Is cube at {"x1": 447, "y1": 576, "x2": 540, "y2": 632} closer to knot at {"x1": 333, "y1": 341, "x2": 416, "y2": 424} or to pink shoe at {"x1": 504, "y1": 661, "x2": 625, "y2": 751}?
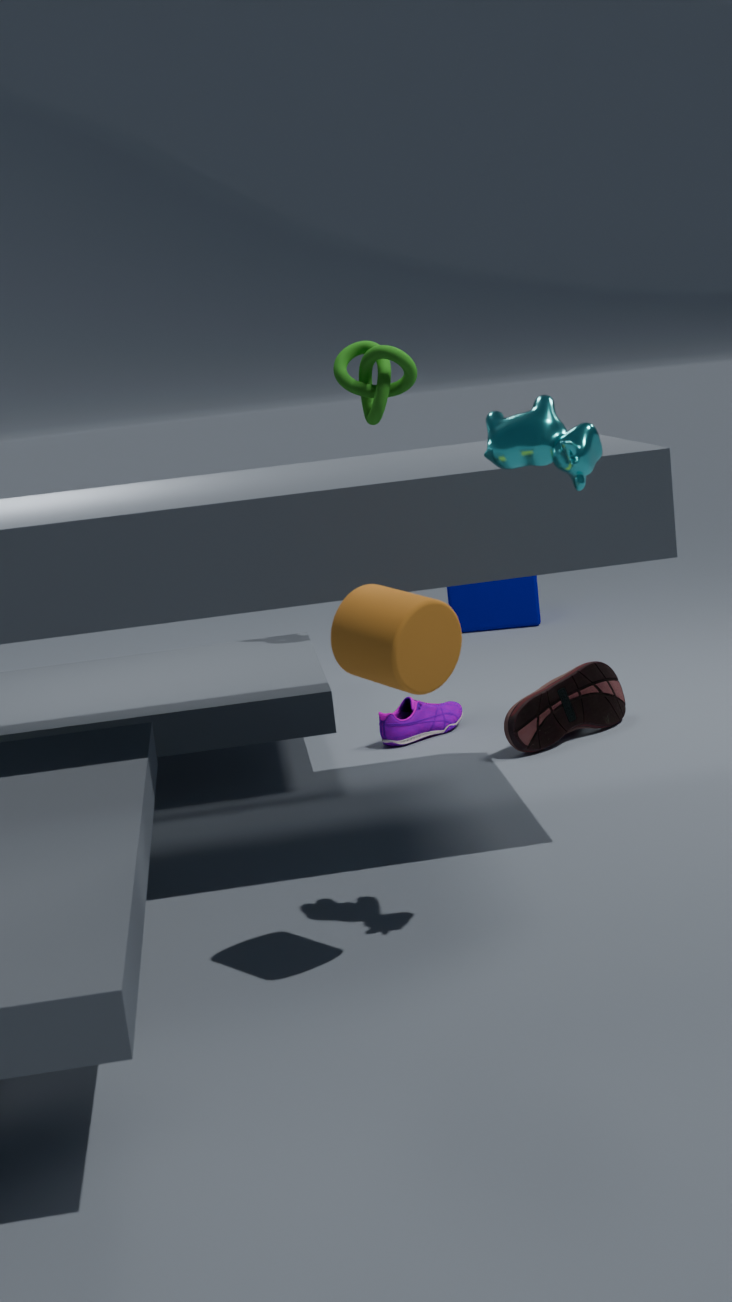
knot at {"x1": 333, "y1": 341, "x2": 416, "y2": 424}
